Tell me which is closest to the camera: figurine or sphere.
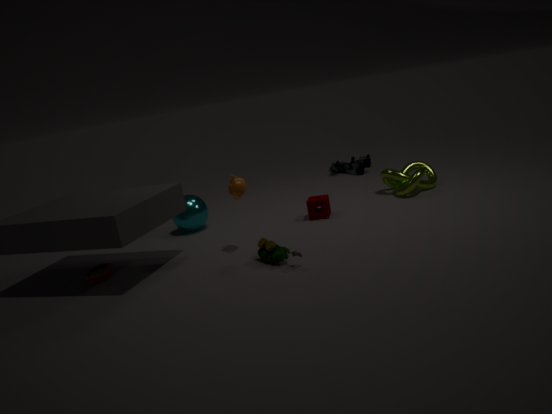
sphere
